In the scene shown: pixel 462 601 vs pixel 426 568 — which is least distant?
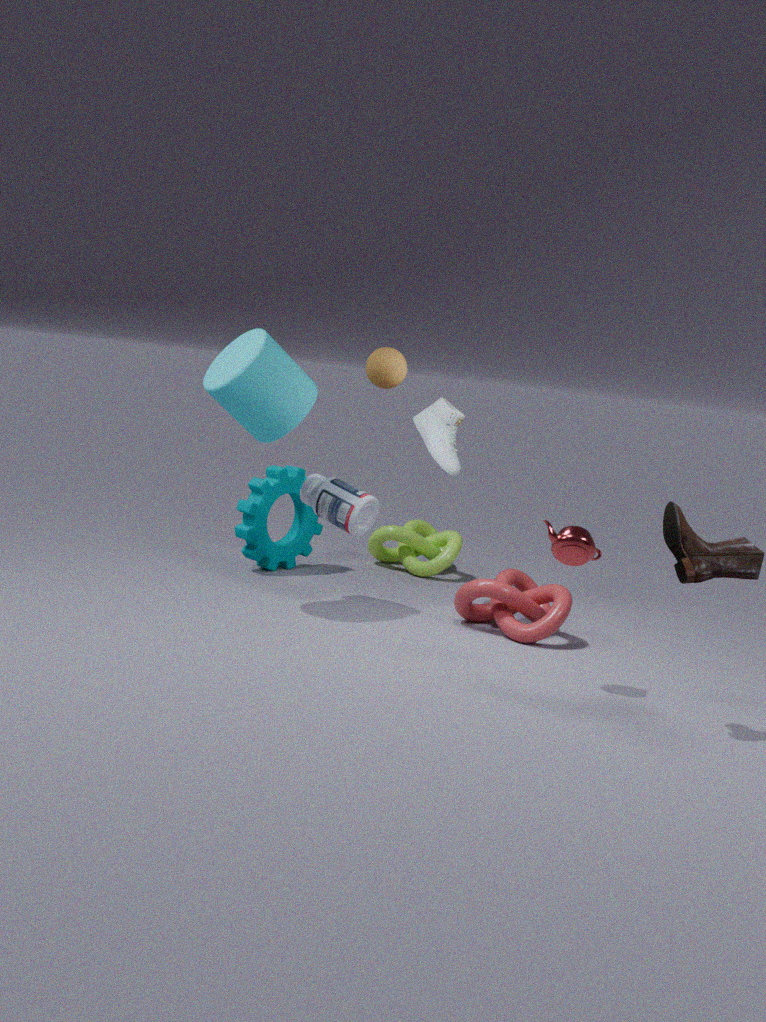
pixel 462 601
